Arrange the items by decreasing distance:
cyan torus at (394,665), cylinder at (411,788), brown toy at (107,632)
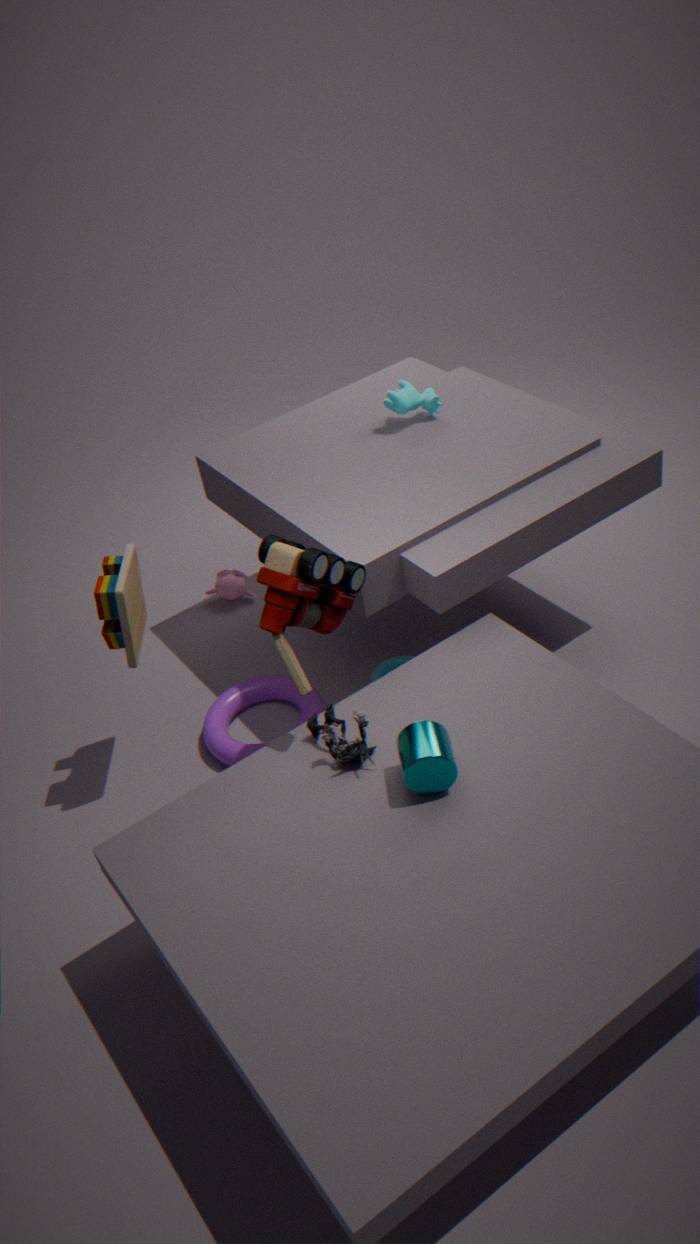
cyan torus at (394,665) < brown toy at (107,632) < cylinder at (411,788)
